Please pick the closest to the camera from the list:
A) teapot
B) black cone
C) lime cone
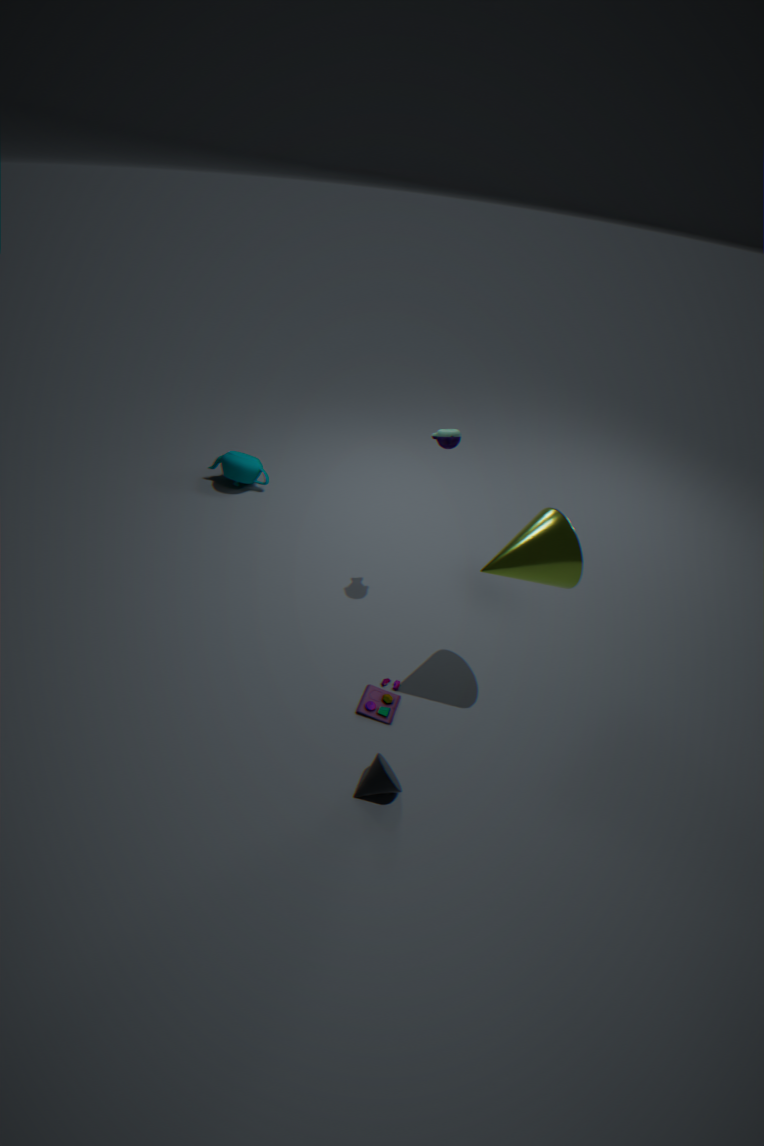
lime cone
